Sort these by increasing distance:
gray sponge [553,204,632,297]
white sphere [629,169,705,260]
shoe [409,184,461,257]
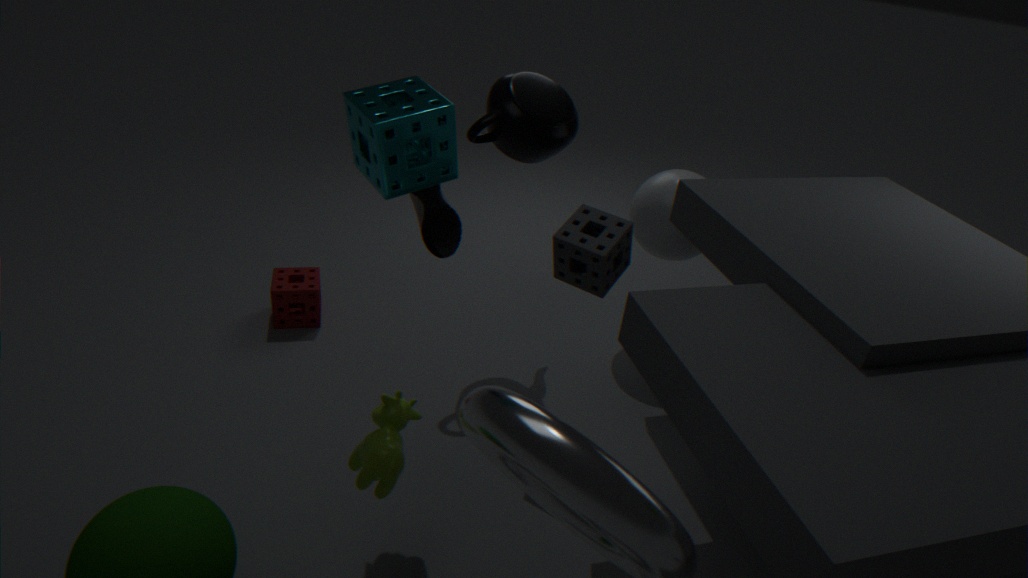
shoe [409,184,461,257]
gray sponge [553,204,632,297]
white sphere [629,169,705,260]
